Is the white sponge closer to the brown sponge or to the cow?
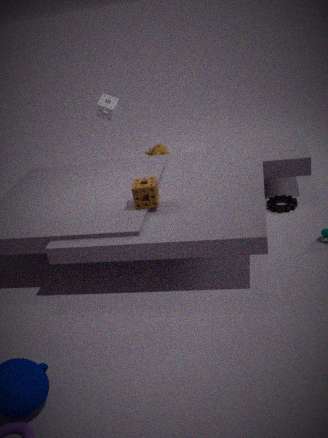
the cow
